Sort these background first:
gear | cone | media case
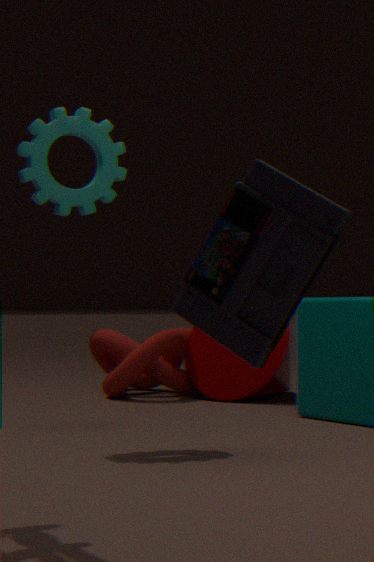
cone → gear → media case
